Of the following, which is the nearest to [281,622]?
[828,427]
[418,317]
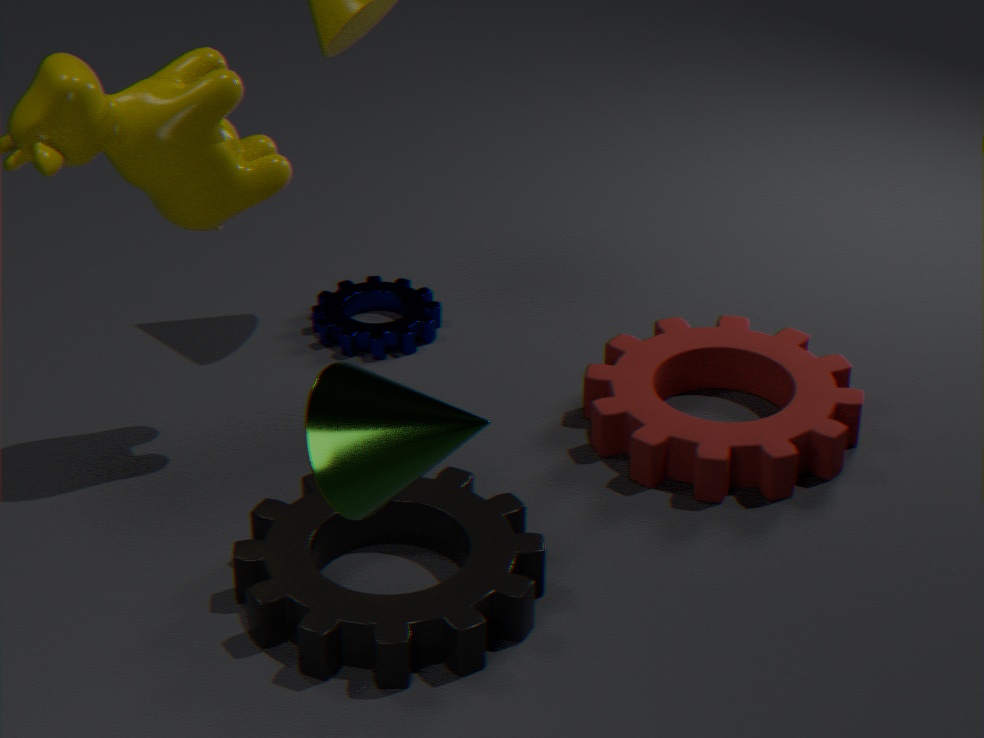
[828,427]
